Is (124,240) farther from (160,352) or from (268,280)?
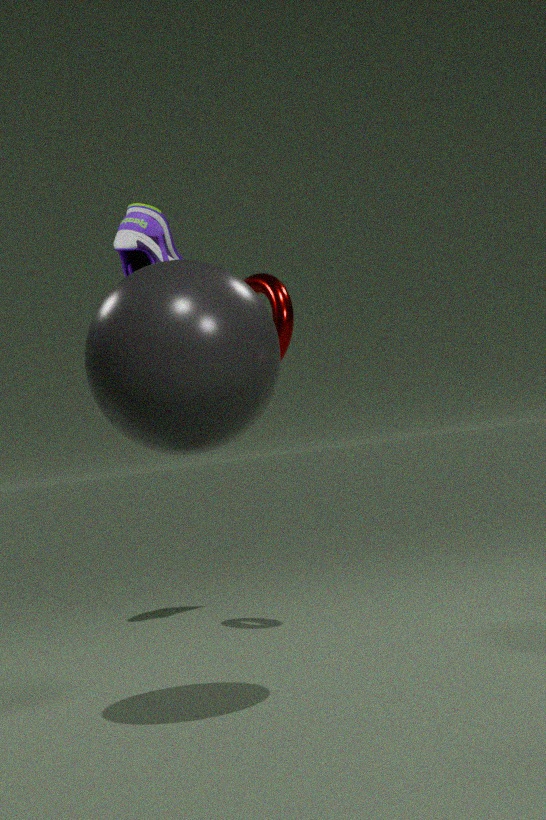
(160,352)
